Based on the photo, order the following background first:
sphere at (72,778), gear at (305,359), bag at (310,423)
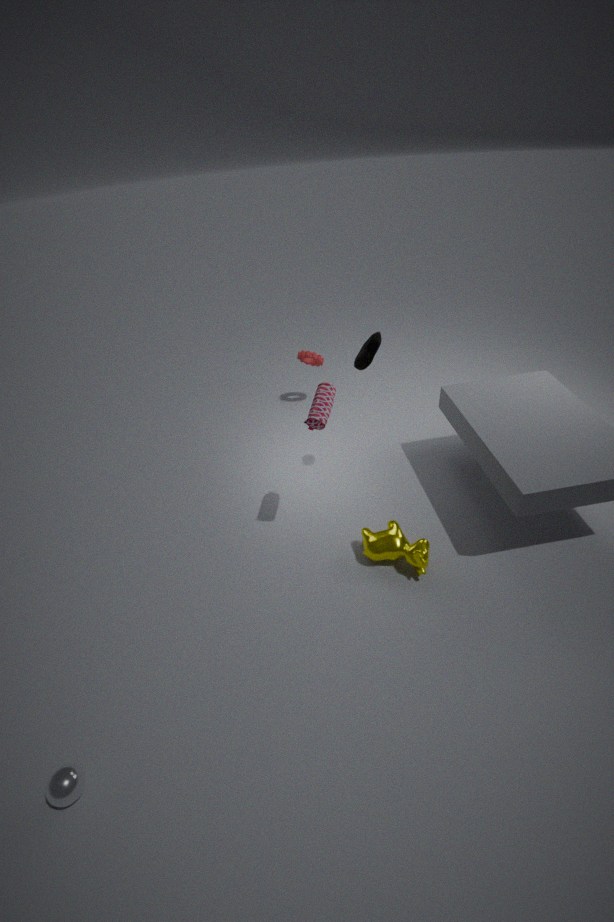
gear at (305,359) < bag at (310,423) < sphere at (72,778)
